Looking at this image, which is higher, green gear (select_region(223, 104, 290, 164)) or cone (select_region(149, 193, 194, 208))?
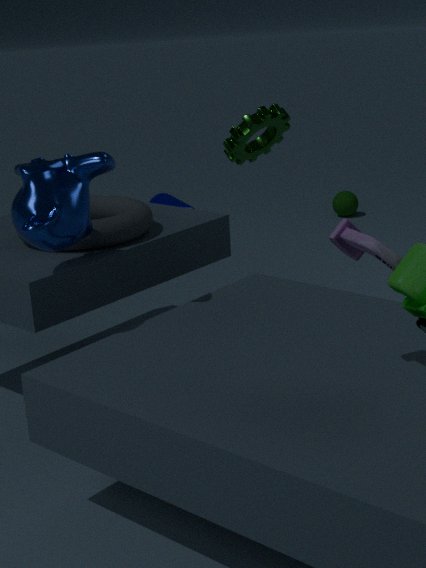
green gear (select_region(223, 104, 290, 164))
